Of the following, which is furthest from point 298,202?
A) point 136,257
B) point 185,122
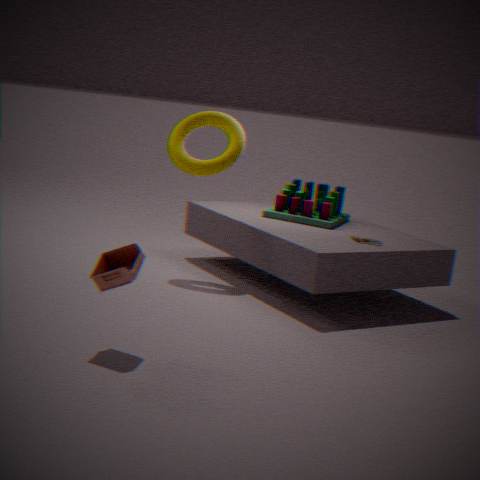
point 136,257
